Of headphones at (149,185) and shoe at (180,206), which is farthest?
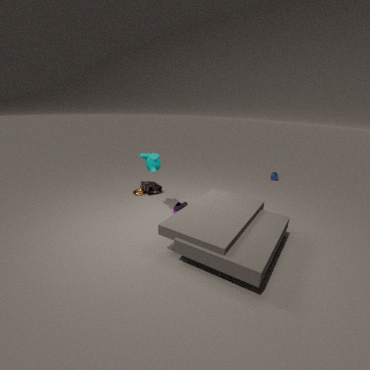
headphones at (149,185)
